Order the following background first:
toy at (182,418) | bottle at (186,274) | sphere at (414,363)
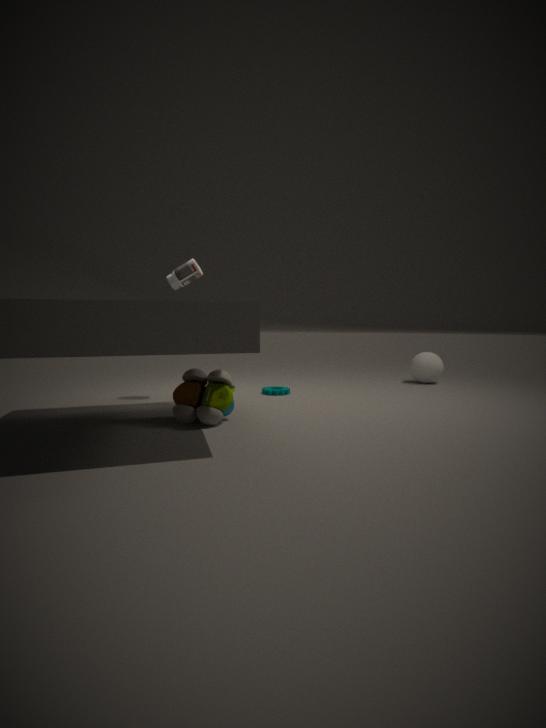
sphere at (414,363) < bottle at (186,274) < toy at (182,418)
